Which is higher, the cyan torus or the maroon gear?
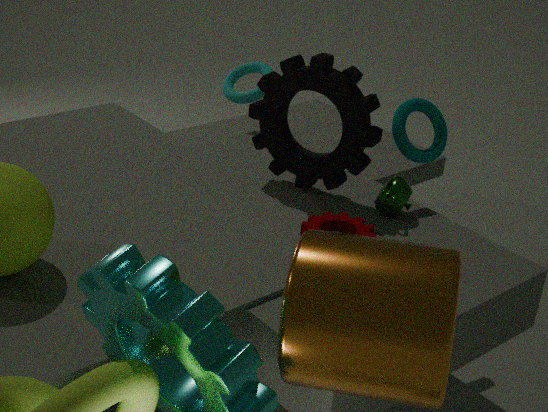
the cyan torus
